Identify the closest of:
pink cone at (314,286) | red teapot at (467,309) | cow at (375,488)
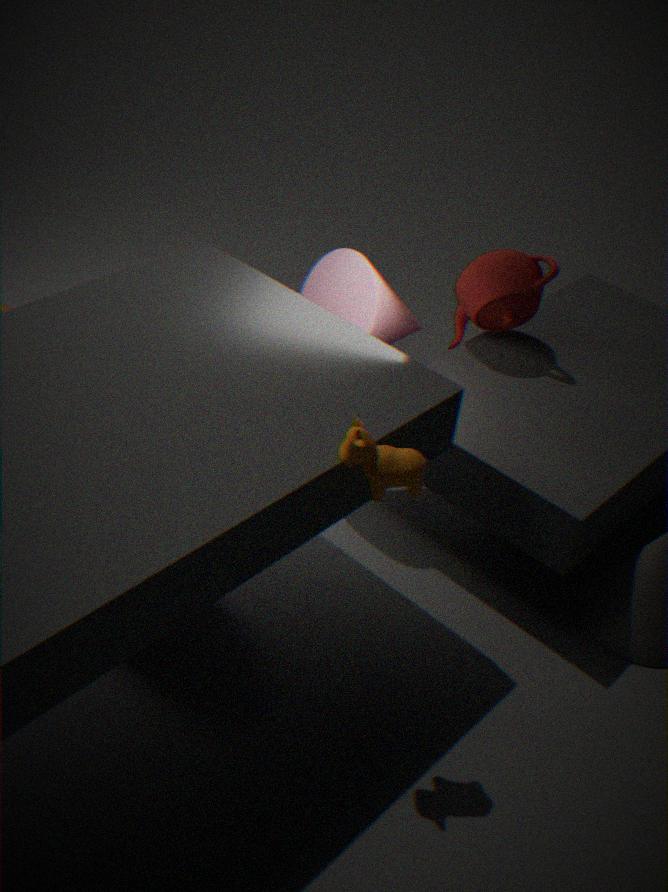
cow at (375,488)
